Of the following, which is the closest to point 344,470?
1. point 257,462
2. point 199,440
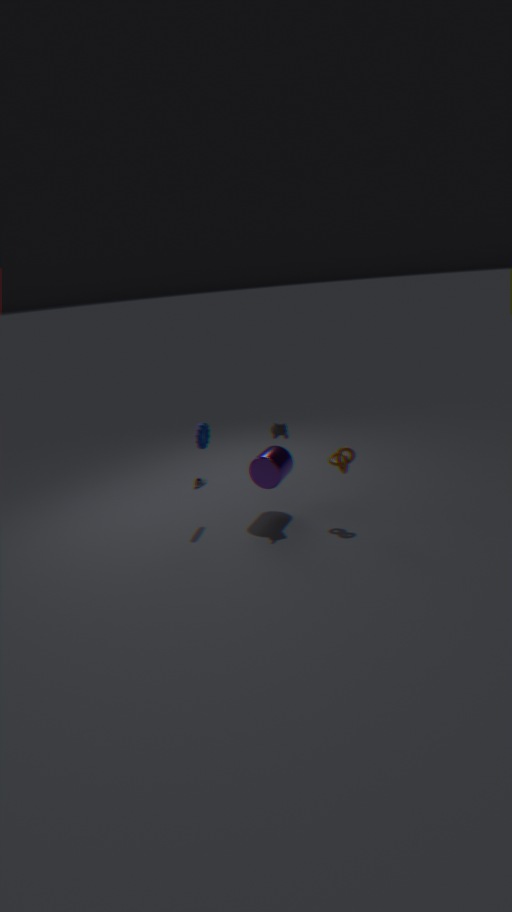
point 257,462
